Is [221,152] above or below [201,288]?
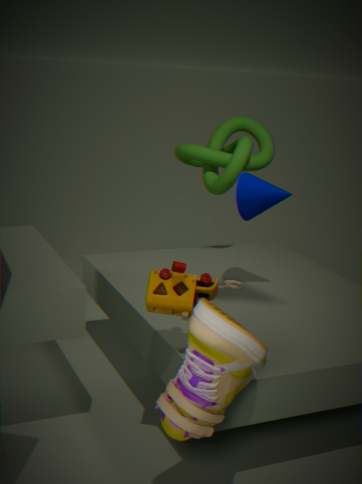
above
